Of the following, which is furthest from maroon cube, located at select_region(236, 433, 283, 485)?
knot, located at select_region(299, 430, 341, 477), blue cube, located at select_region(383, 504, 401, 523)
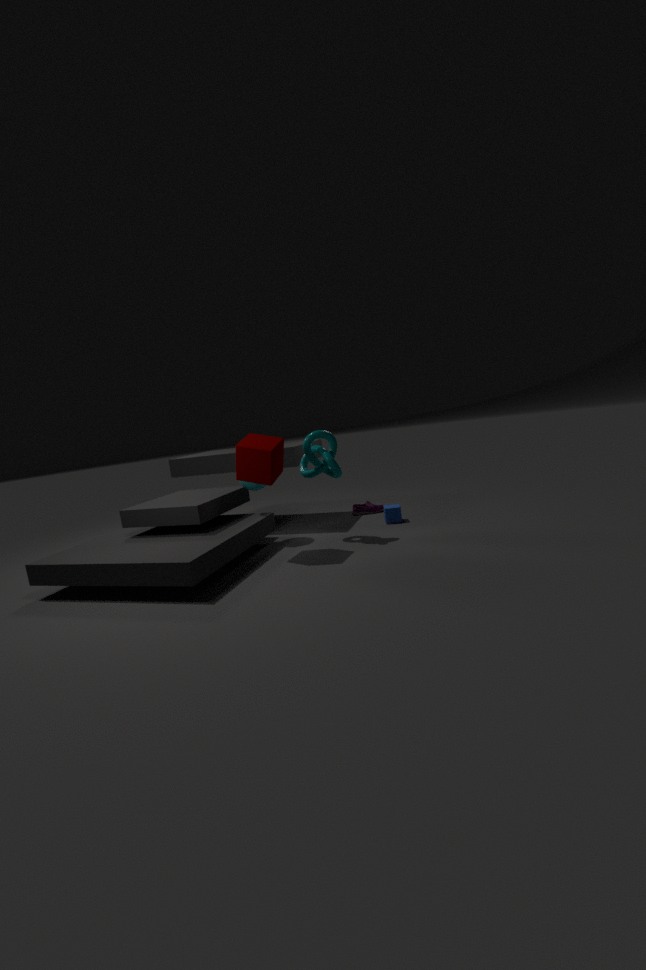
blue cube, located at select_region(383, 504, 401, 523)
